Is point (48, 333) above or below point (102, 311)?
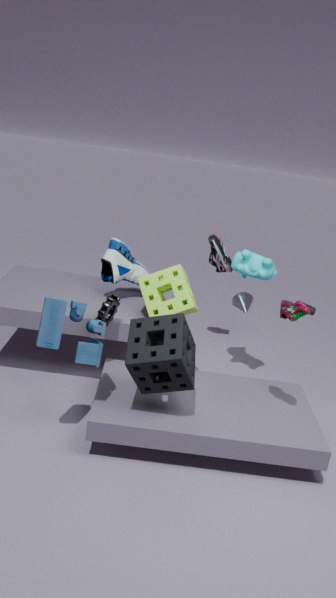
above
